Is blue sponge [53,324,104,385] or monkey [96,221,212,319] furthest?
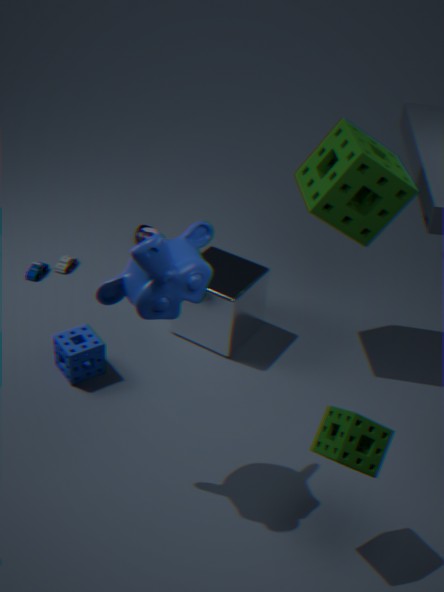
blue sponge [53,324,104,385]
